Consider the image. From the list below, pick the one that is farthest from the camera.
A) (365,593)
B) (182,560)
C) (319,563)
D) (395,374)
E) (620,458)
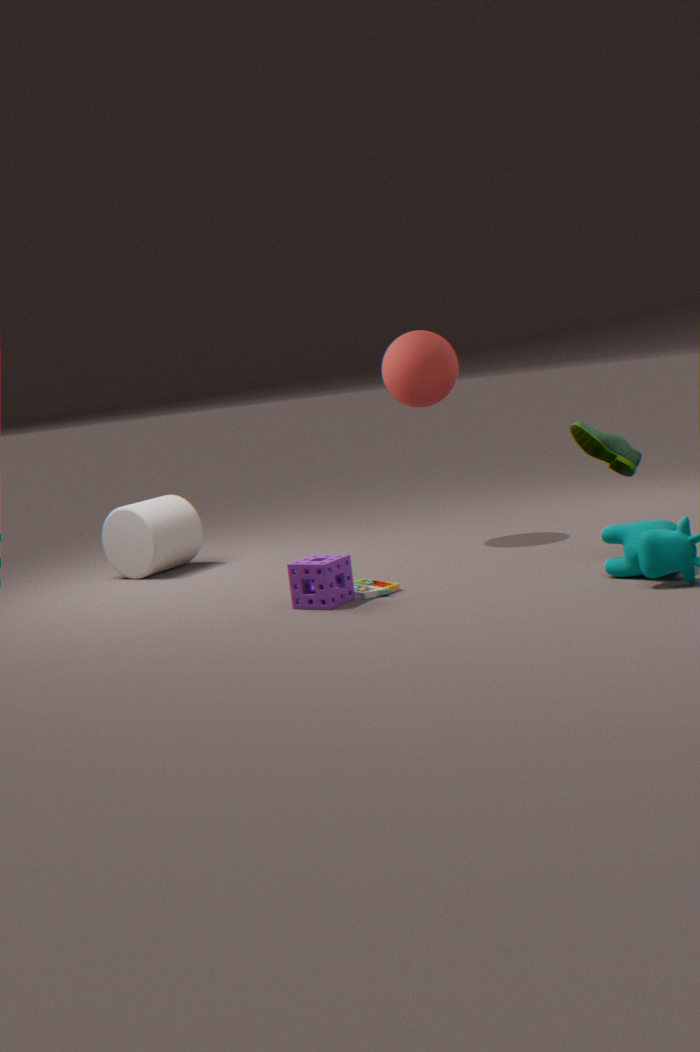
(182,560)
